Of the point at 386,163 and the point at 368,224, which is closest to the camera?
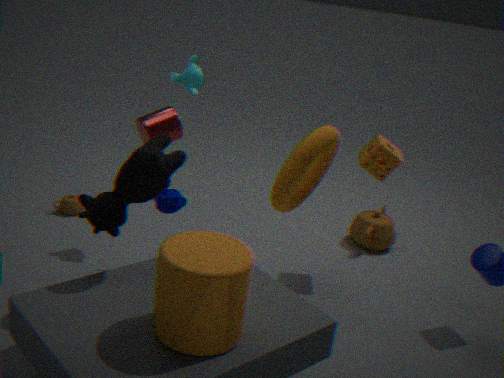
the point at 386,163
